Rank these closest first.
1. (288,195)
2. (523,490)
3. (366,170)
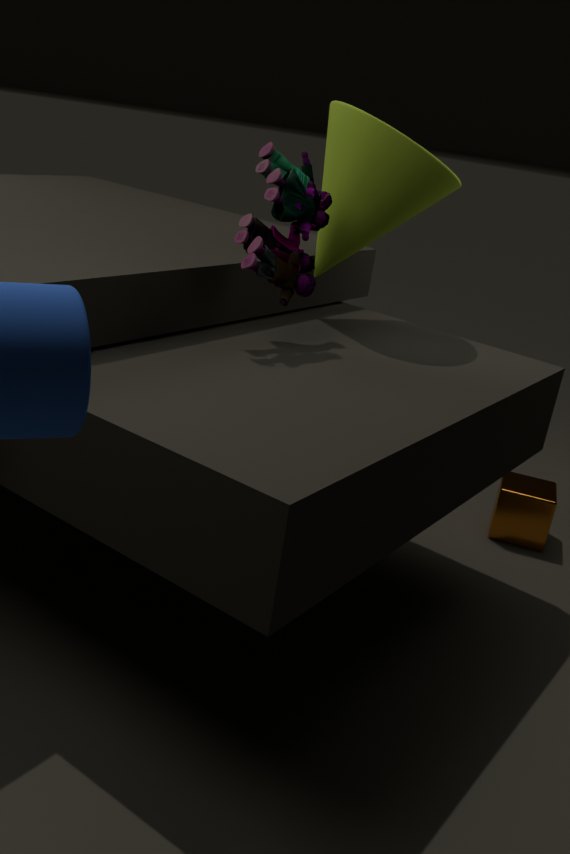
(288,195) → (366,170) → (523,490)
